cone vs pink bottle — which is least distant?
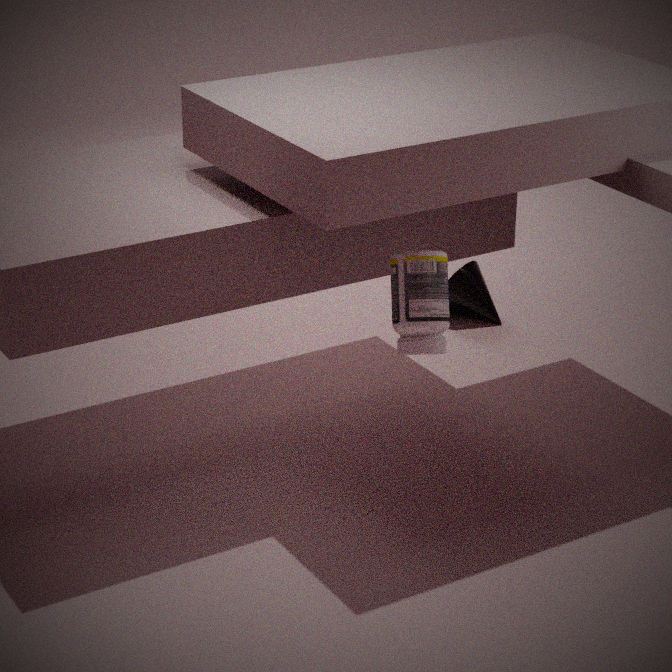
pink bottle
